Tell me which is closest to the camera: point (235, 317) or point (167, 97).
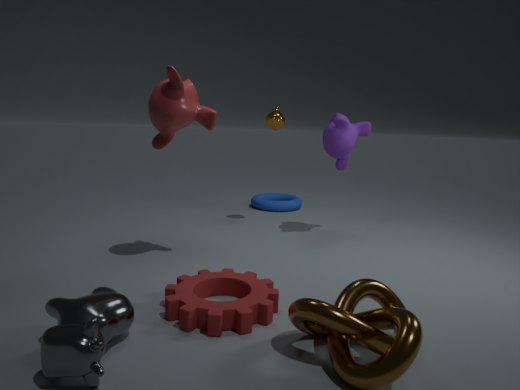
point (235, 317)
